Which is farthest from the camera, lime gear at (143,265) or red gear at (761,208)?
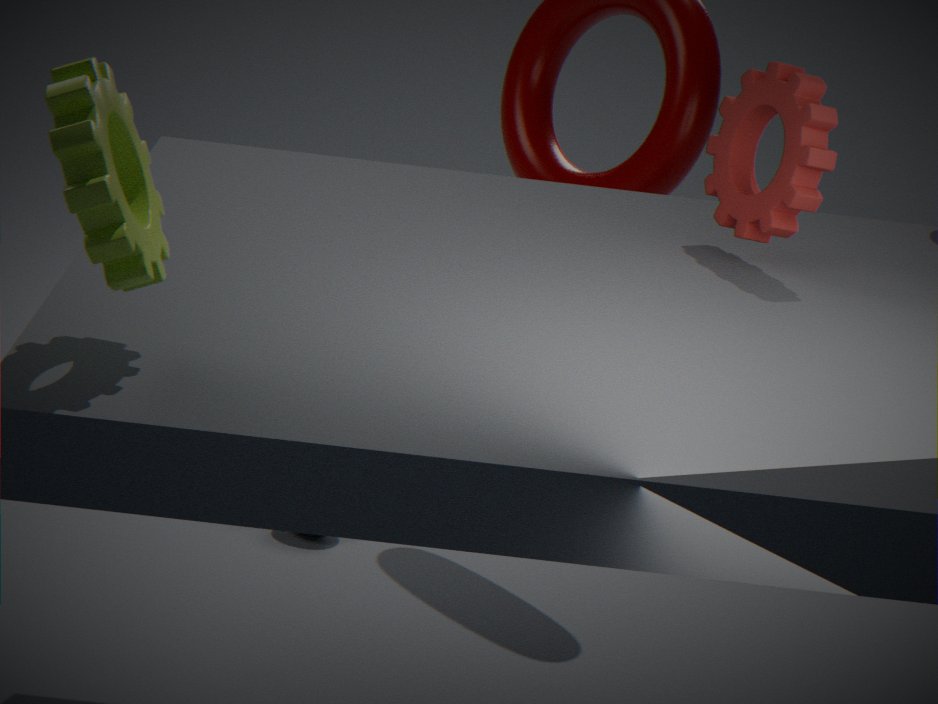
red gear at (761,208)
